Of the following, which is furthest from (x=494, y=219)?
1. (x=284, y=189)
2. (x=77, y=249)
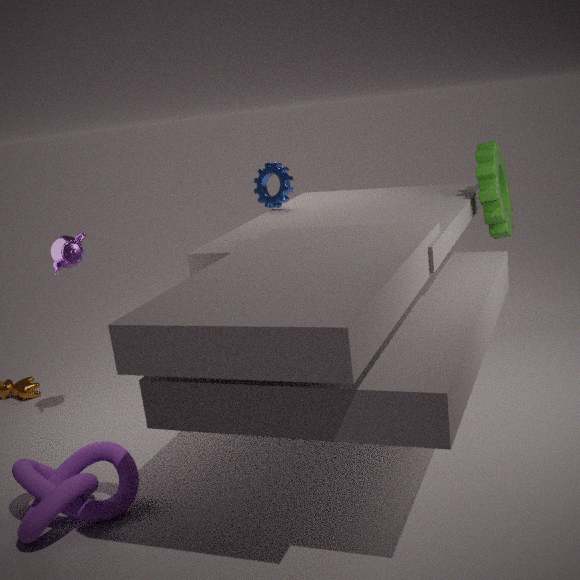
(x=77, y=249)
